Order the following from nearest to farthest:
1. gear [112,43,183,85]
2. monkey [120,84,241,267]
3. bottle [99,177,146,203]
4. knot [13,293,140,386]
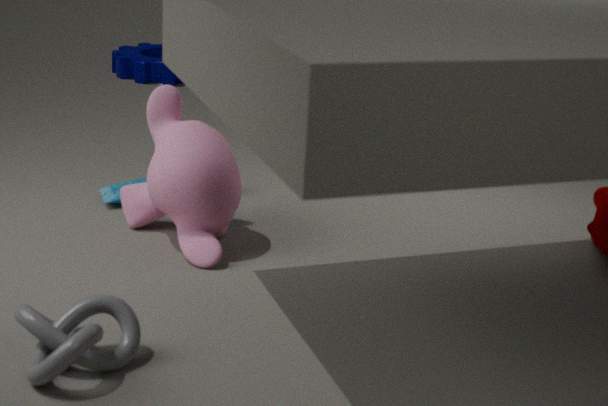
knot [13,293,140,386] < monkey [120,84,241,267] < bottle [99,177,146,203] < gear [112,43,183,85]
